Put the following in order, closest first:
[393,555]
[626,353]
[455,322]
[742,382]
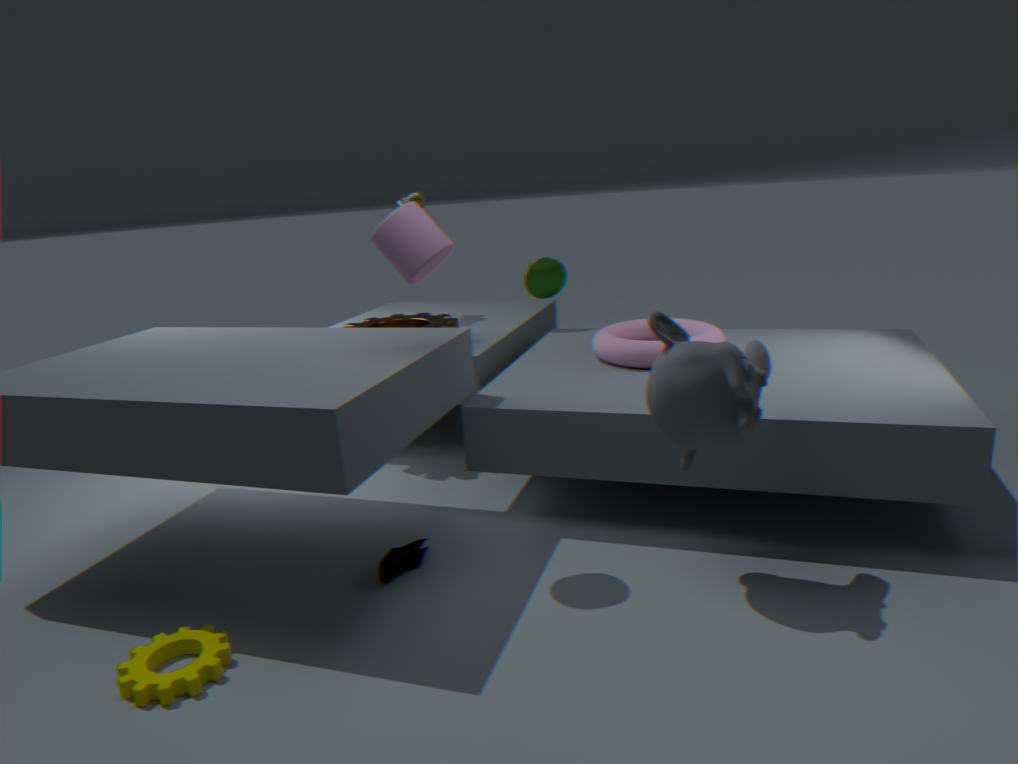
[742,382] < [393,555] < [626,353] < [455,322]
